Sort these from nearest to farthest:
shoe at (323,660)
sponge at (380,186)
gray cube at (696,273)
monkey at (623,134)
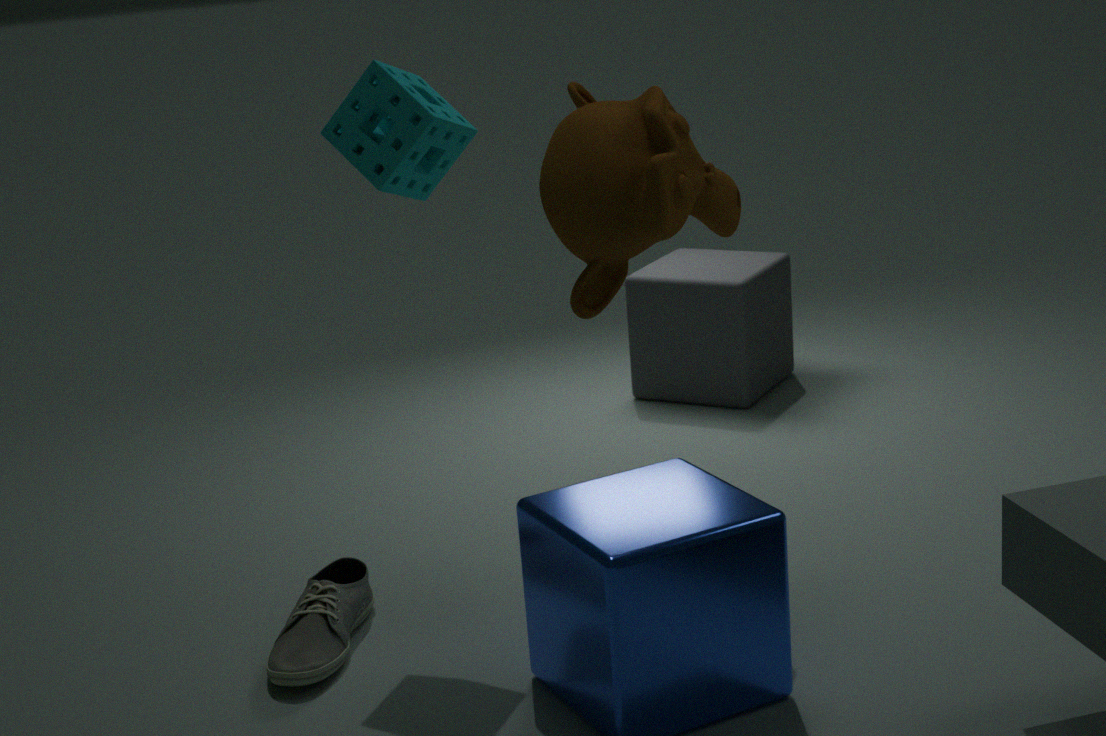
1. monkey at (623,134)
2. shoe at (323,660)
3. sponge at (380,186)
4. gray cube at (696,273)
